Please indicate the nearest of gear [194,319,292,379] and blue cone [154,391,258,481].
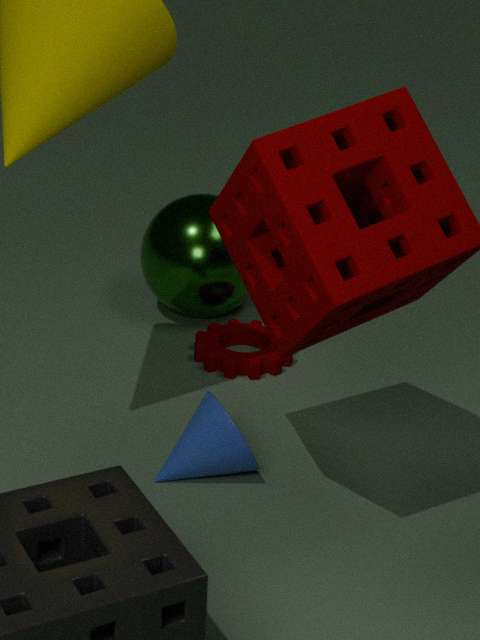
blue cone [154,391,258,481]
